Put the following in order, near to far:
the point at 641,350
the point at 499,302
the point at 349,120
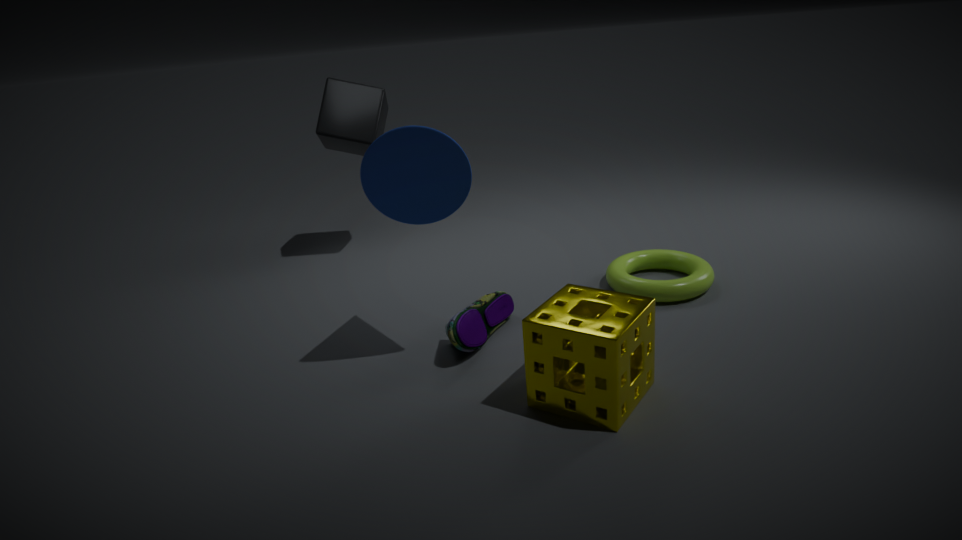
1. the point at 641,350
2. the point at 499,302
3. the point at 349,120
